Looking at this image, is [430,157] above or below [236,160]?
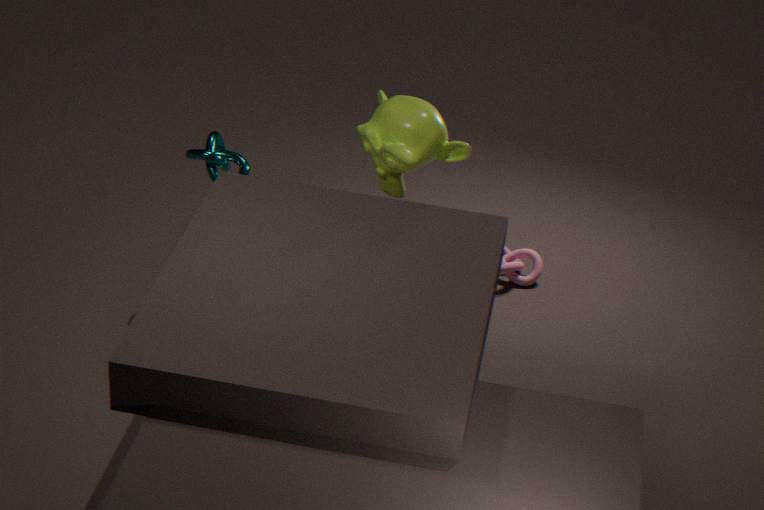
above
